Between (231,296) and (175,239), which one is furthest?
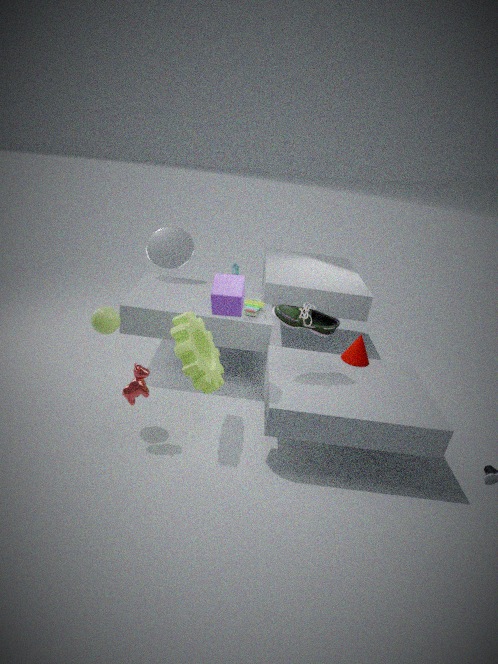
(175,239)
